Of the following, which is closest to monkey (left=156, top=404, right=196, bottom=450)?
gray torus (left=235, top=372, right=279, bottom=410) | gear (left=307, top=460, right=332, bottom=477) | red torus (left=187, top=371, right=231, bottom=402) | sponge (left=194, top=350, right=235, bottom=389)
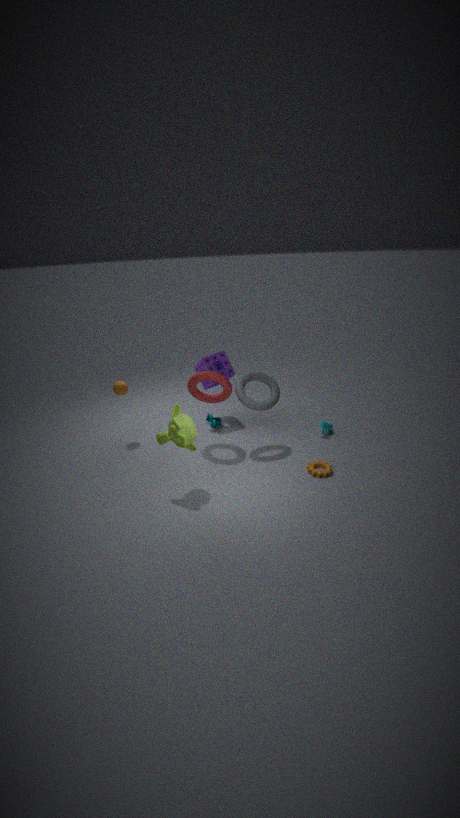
red torus (left=187, top=371, right=231, bottom=402)
